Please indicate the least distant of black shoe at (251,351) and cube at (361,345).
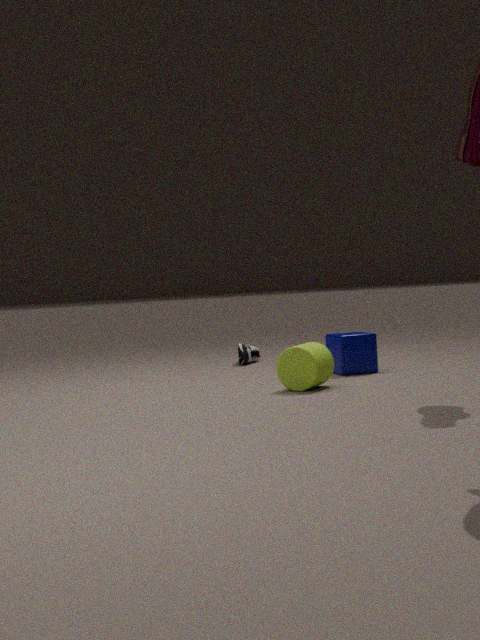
cube at (361,345)
